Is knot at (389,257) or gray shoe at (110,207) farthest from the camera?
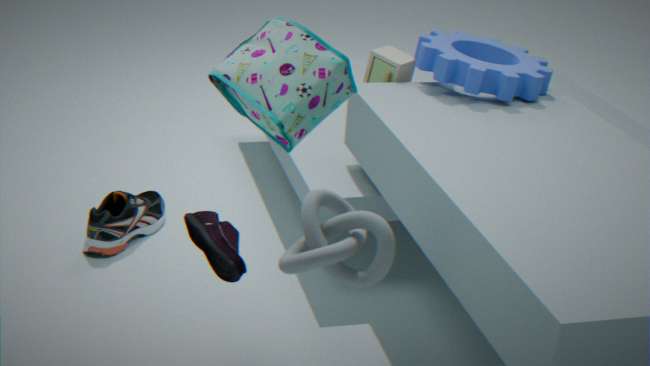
gray shoe at (110,207)
